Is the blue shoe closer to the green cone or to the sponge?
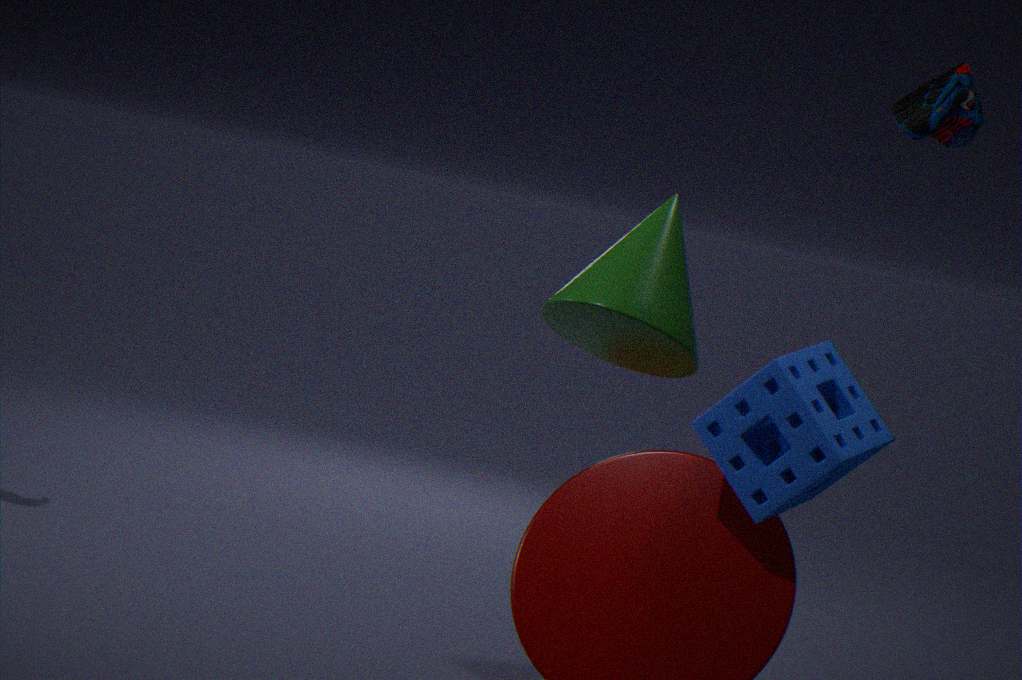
the sponge
